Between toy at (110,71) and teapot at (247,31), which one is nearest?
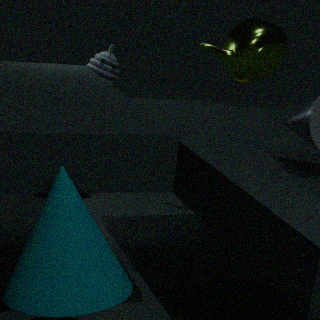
teapot at (247,31)
